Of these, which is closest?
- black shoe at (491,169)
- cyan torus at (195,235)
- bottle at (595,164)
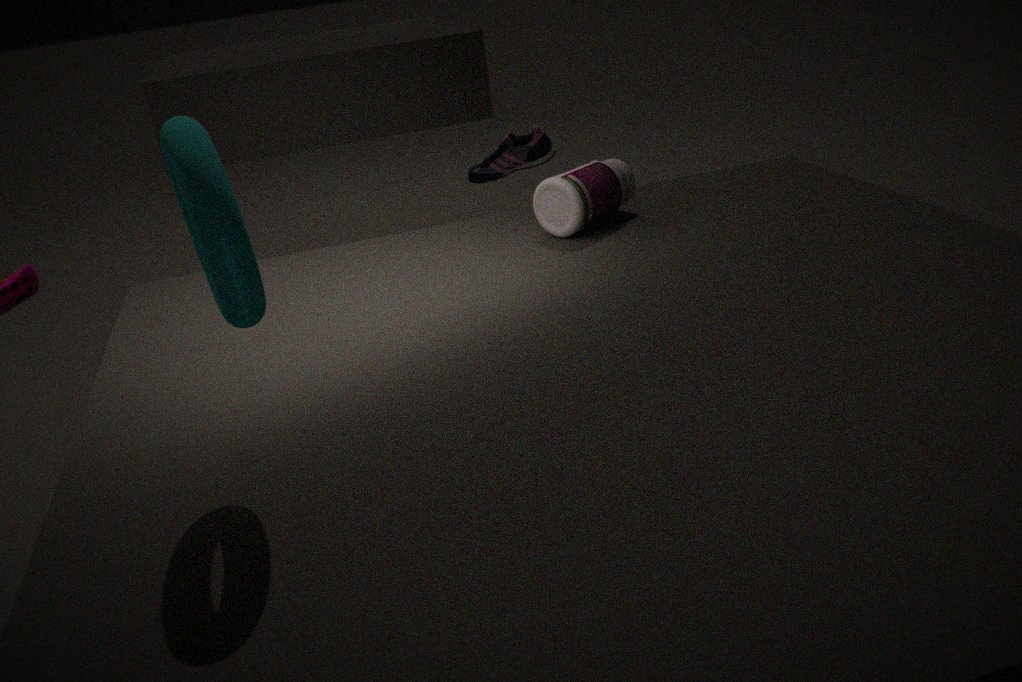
cyan torus at (195,235)
